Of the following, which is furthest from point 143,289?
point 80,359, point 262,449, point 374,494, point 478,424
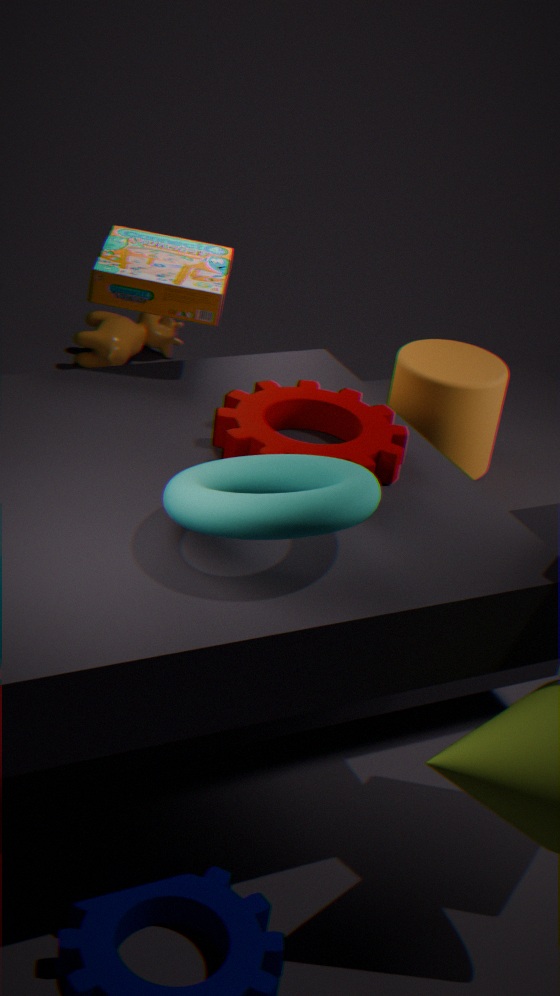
point 80,359
